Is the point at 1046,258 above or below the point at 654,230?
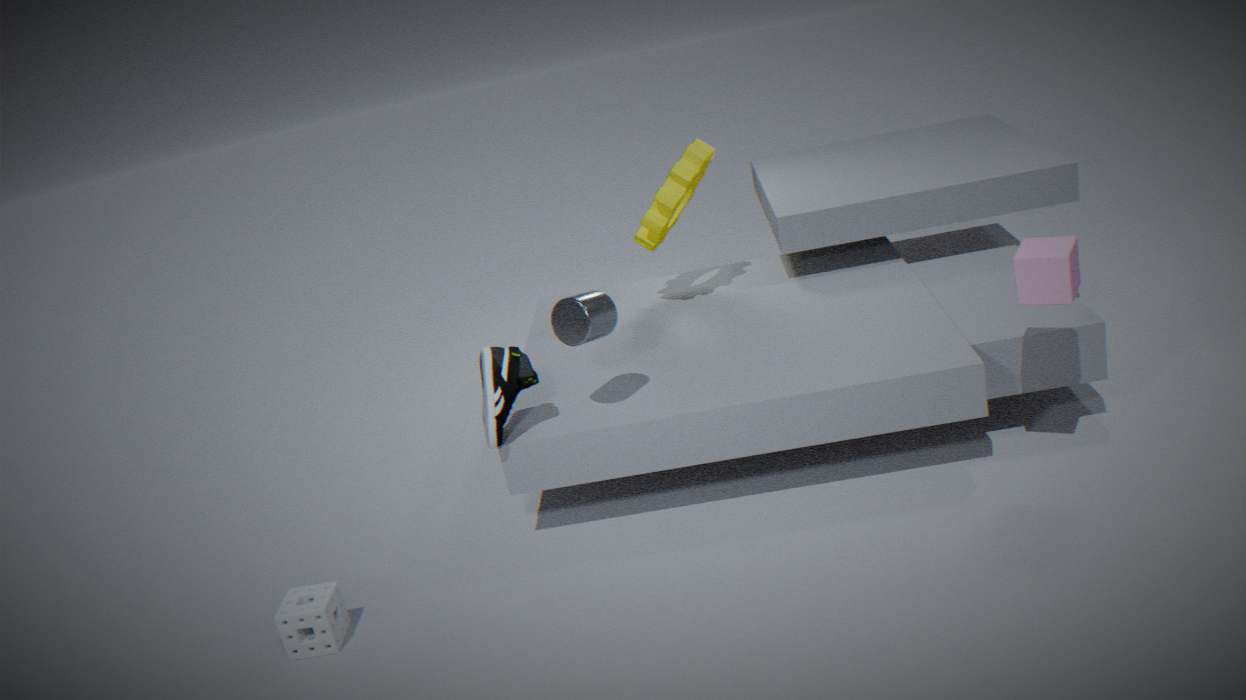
below
